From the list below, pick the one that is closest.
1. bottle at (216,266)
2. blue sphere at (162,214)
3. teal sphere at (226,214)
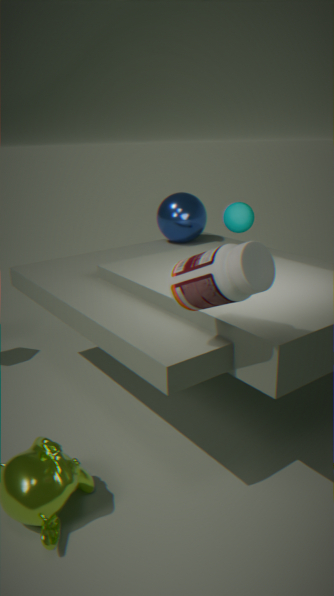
bottle at (216,266)
